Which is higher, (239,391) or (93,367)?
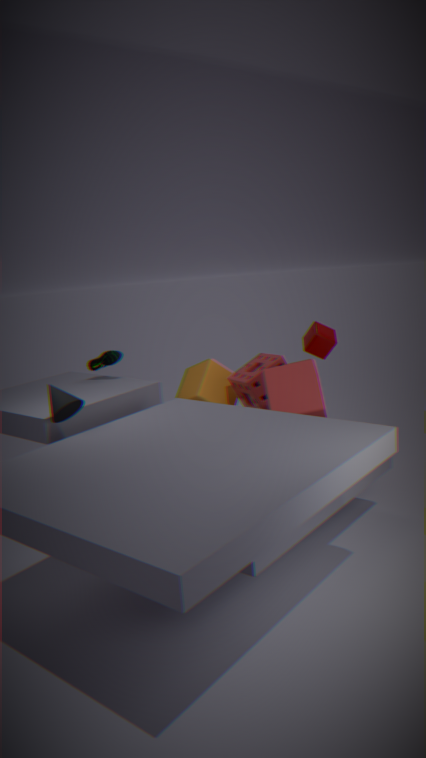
(93,367)
